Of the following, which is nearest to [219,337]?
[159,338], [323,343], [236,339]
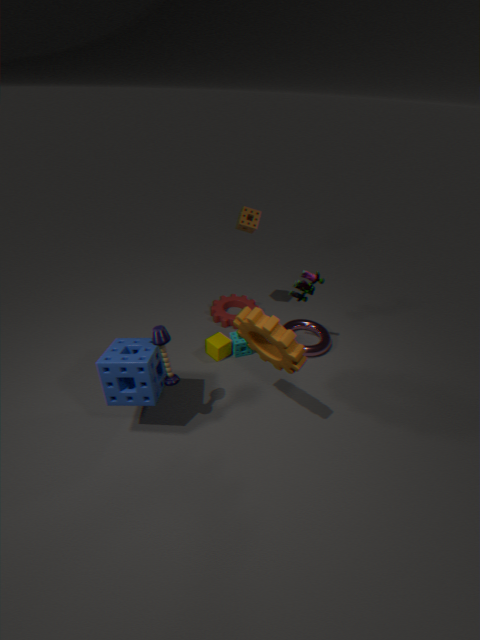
[236,339]
